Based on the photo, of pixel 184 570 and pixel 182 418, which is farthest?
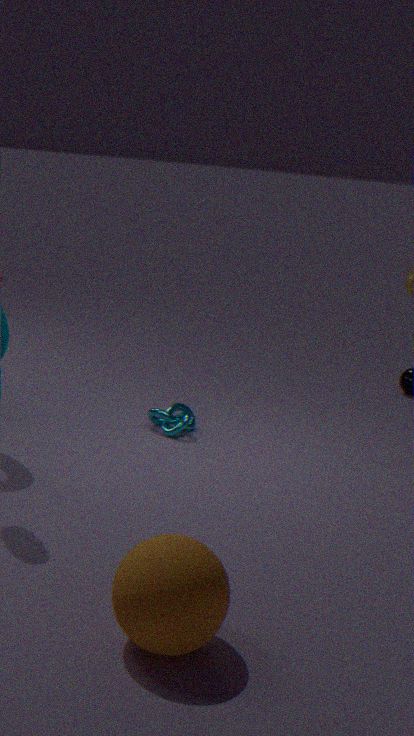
pixel 182 418
